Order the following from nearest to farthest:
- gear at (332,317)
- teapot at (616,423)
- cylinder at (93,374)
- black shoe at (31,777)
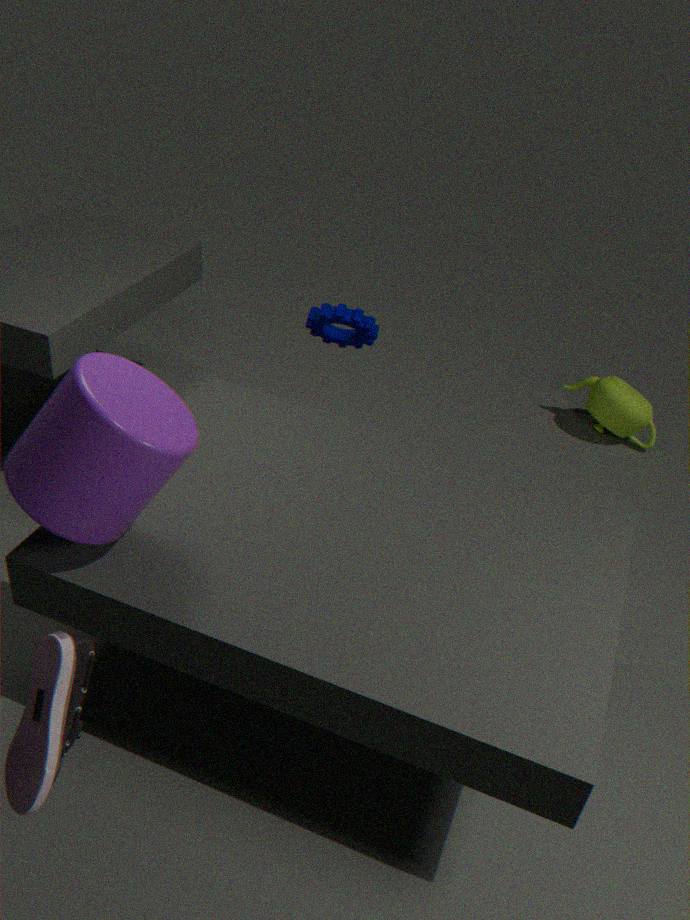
black shoe at (31,777)
cylinder at (93,374)
gear at (332,317)
teapot at (616,423)
